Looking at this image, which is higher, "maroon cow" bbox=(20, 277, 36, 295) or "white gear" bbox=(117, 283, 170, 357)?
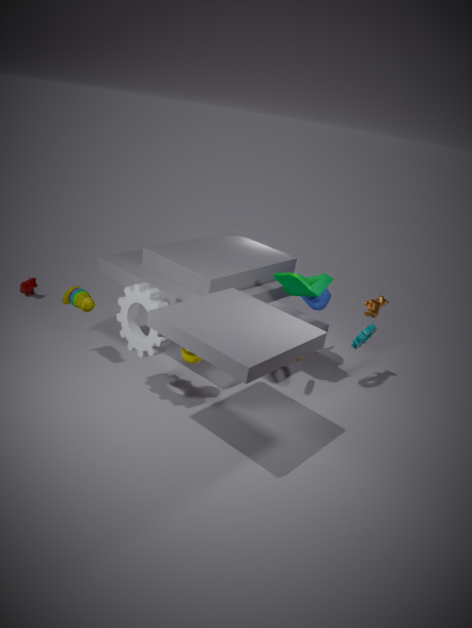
"white gear" bbox=(117, 283, 170, 357)
